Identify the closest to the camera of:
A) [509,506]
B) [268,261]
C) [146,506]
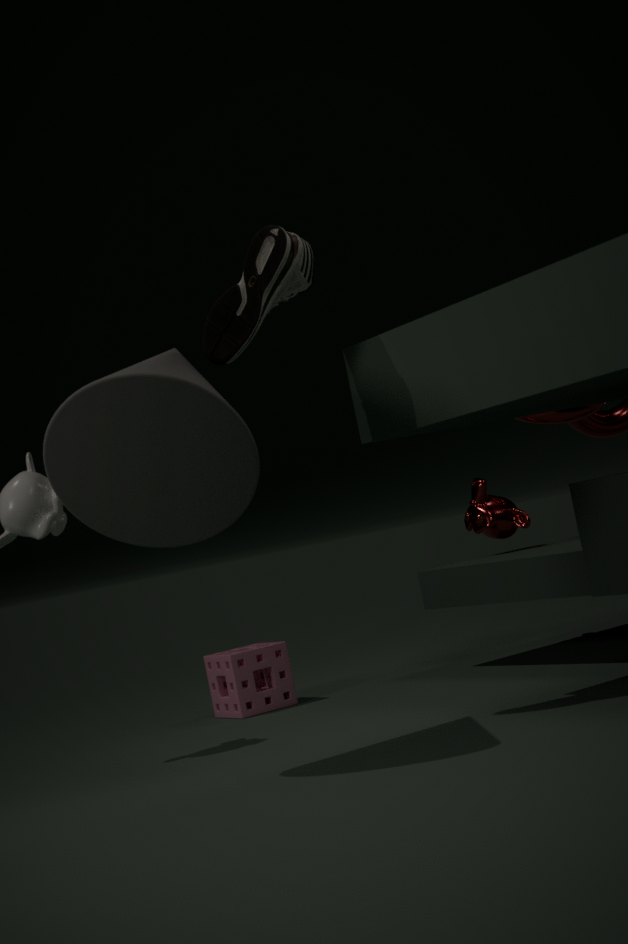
[146,506]
